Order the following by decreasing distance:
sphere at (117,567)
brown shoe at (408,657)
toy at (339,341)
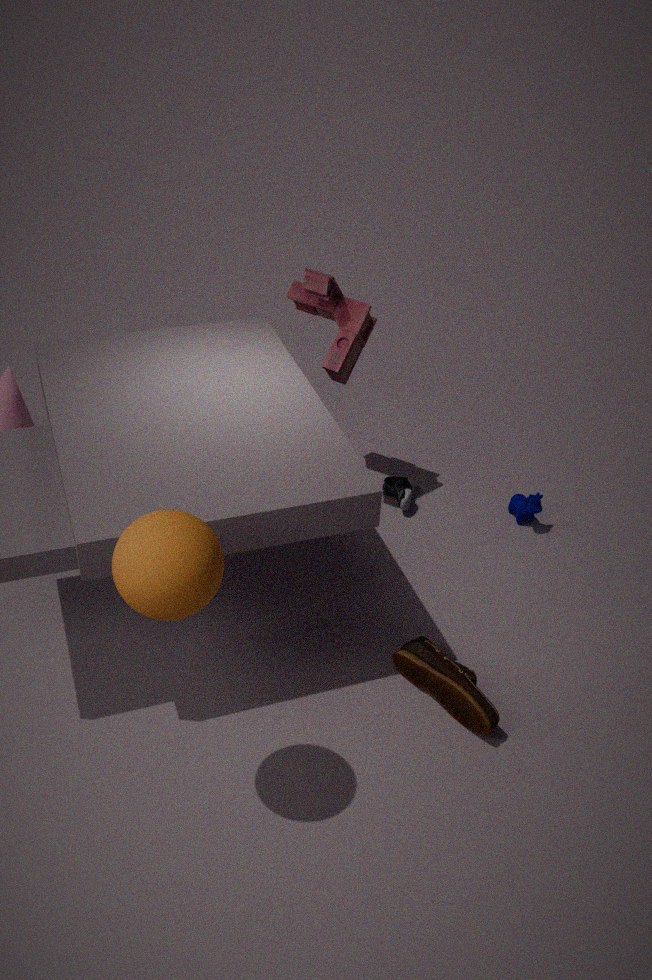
toy at (339,341) < brown shoe at (408,657) < sphere at (117,567)
